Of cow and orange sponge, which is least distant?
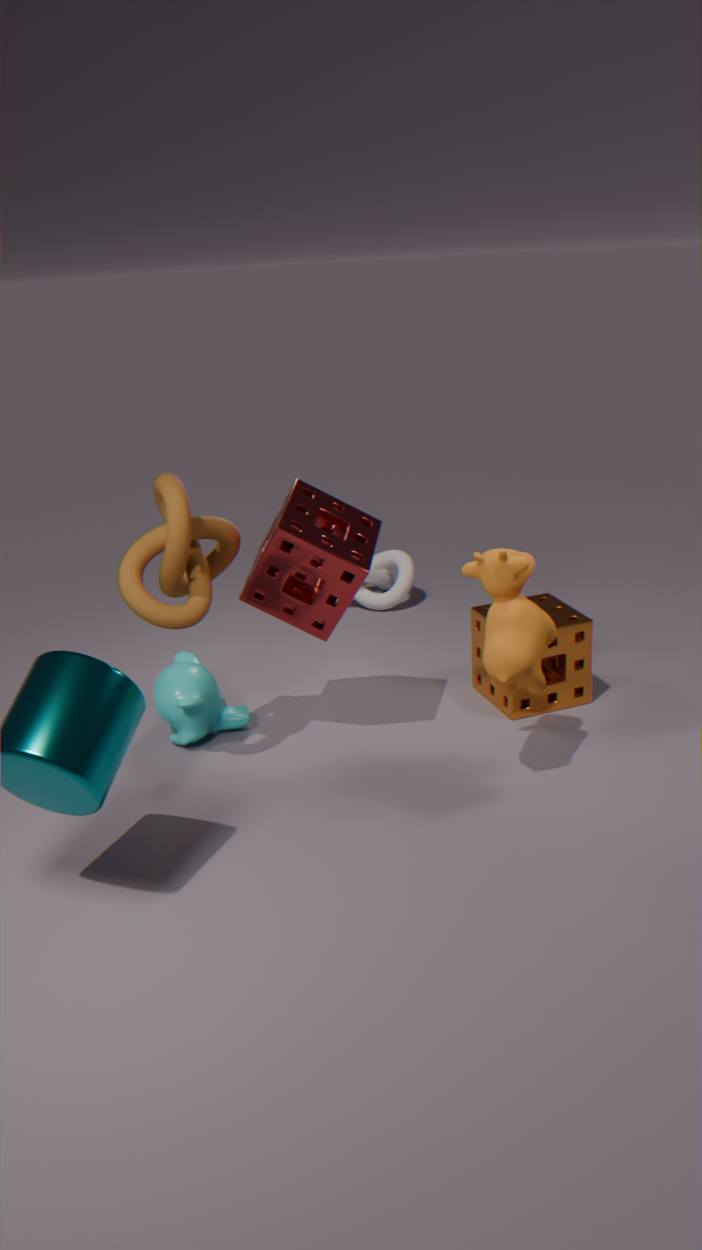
cow
